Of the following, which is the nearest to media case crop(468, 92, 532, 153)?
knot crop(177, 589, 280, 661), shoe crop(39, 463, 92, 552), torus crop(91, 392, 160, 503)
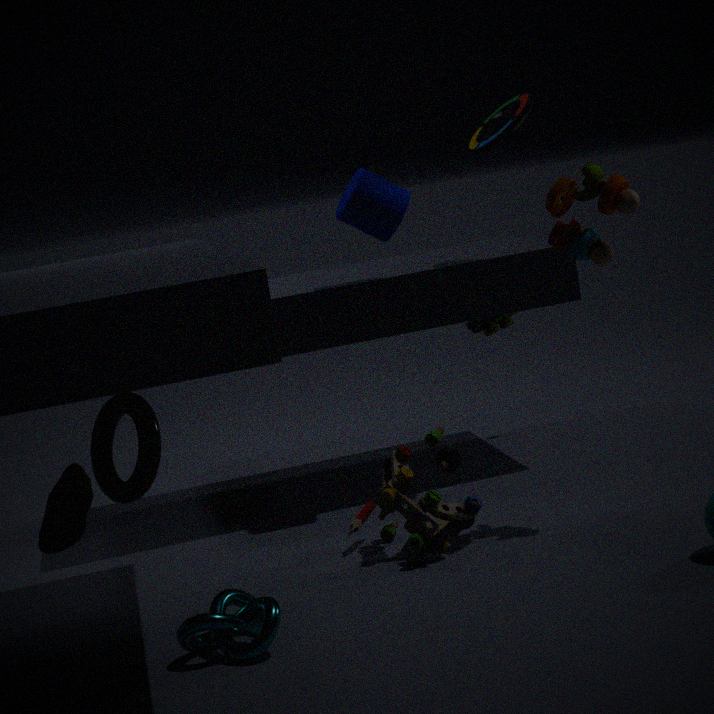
torus crop(91, 392, 160, 503)
